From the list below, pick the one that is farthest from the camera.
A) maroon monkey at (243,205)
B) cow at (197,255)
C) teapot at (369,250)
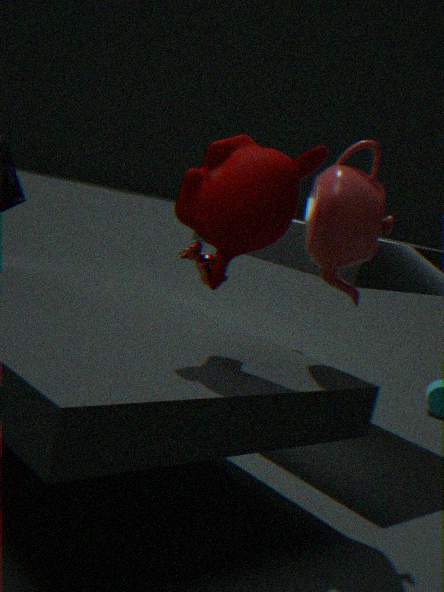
A: cow at (197,255)
